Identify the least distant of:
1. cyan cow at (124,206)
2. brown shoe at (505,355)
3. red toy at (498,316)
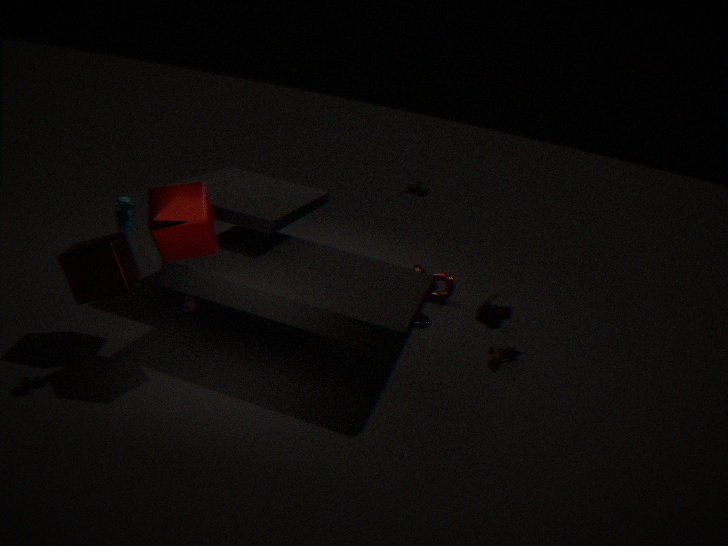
cyan cow at (124,206)
